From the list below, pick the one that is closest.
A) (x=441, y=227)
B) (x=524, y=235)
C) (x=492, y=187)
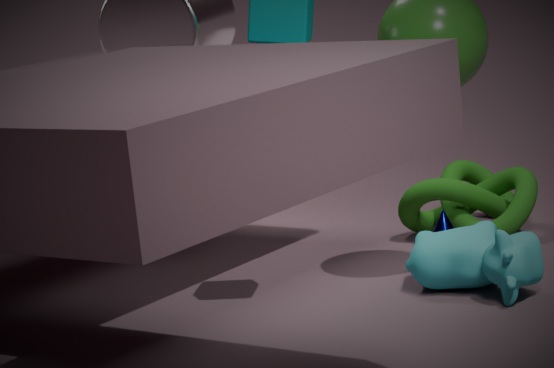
(x=524, y=235)
